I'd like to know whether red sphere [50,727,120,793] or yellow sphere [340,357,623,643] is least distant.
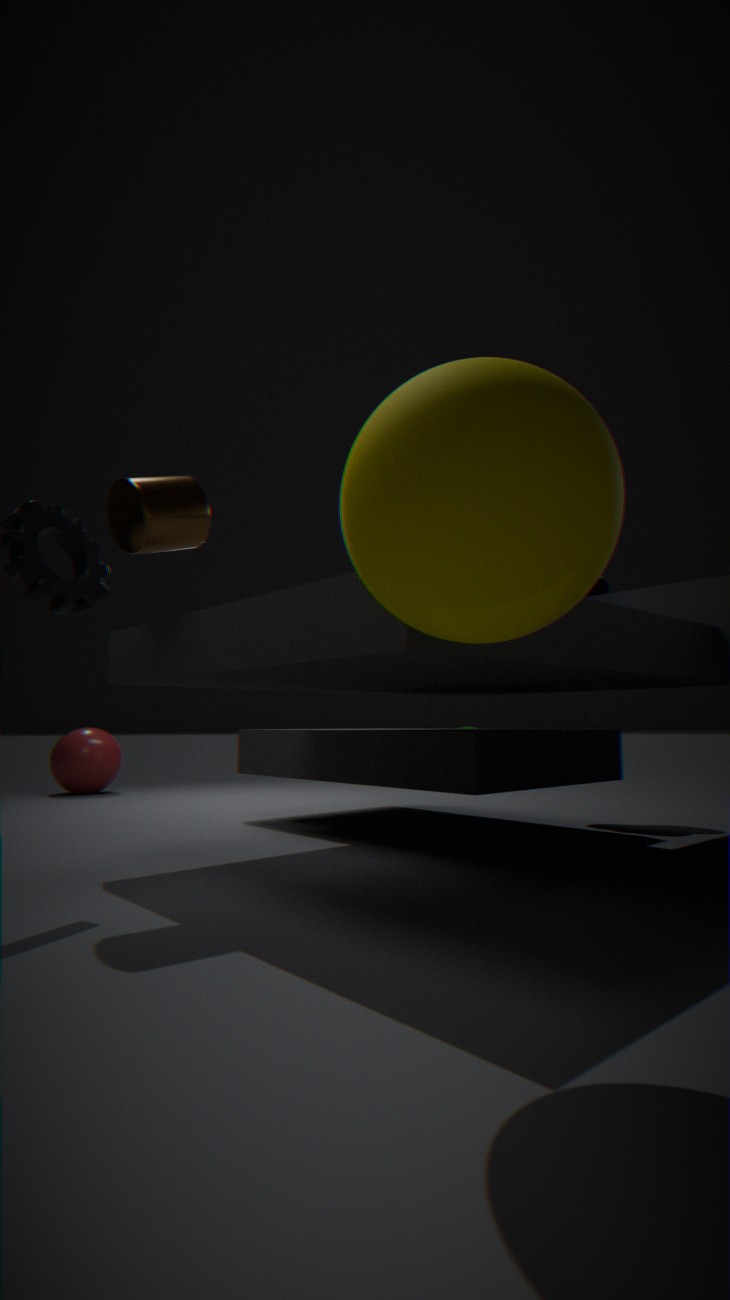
yellow sphere [340,357,623,643]
